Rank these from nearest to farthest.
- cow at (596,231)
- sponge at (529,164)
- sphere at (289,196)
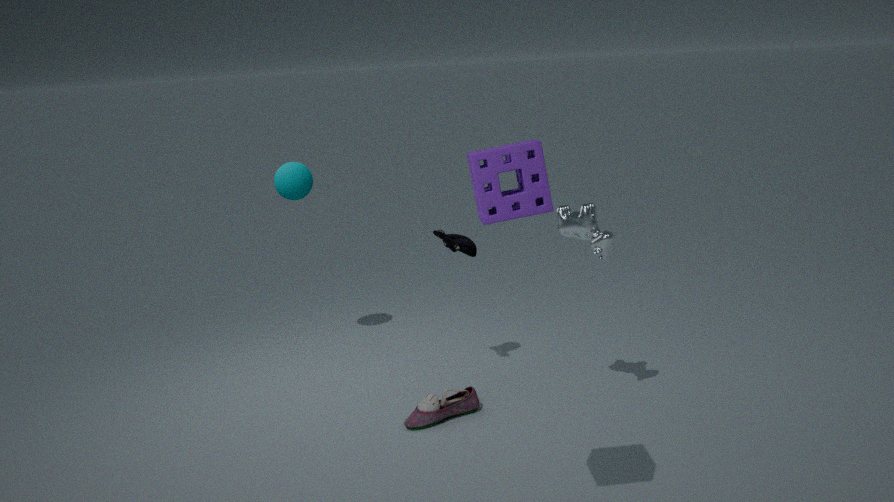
sponge at (529,164) < cow at (596,231) < sphere at (289,196)
